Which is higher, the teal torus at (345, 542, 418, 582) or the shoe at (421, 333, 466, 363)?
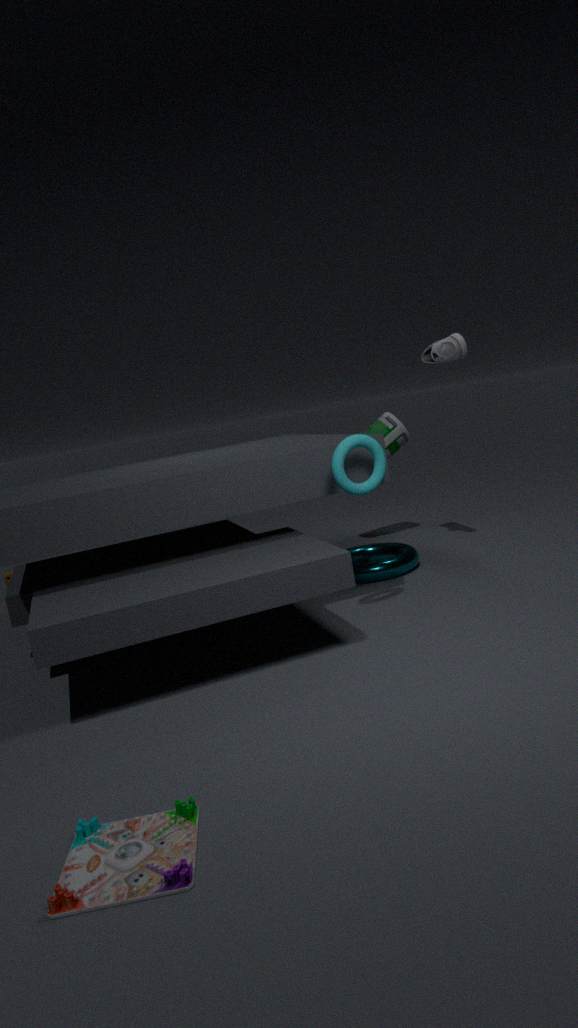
the shoe at (421, 333, 466, 363)
